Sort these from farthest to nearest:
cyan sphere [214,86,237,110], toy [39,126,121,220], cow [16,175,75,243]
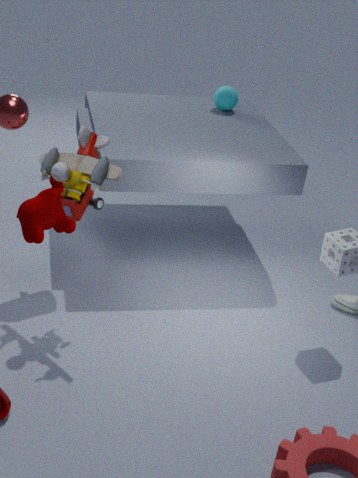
cyan sphere [214,86,237,110] < cow [16,175,75,243] < toy [39,126,121,220]
